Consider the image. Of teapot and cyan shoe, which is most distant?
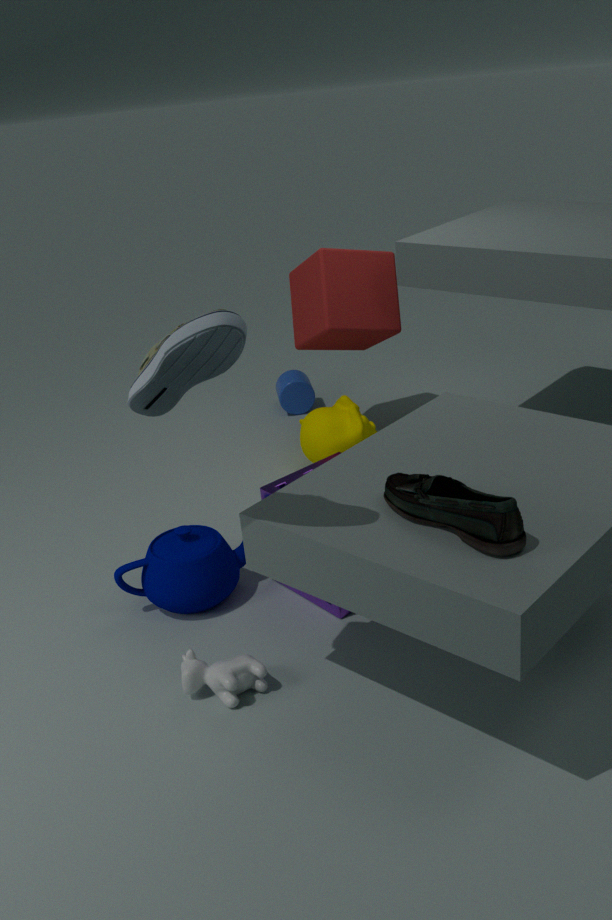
teapot
